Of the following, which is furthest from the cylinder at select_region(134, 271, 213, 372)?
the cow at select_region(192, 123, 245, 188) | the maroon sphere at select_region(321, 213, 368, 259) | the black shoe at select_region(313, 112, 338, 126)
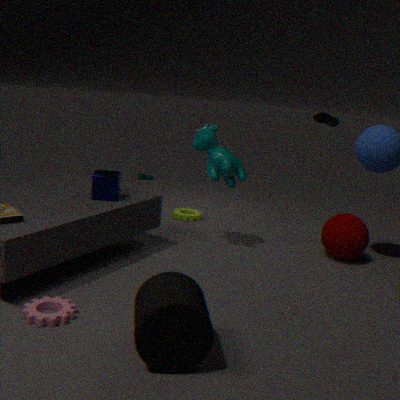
the black shoe at select_region(313, 112, 338, 126)
